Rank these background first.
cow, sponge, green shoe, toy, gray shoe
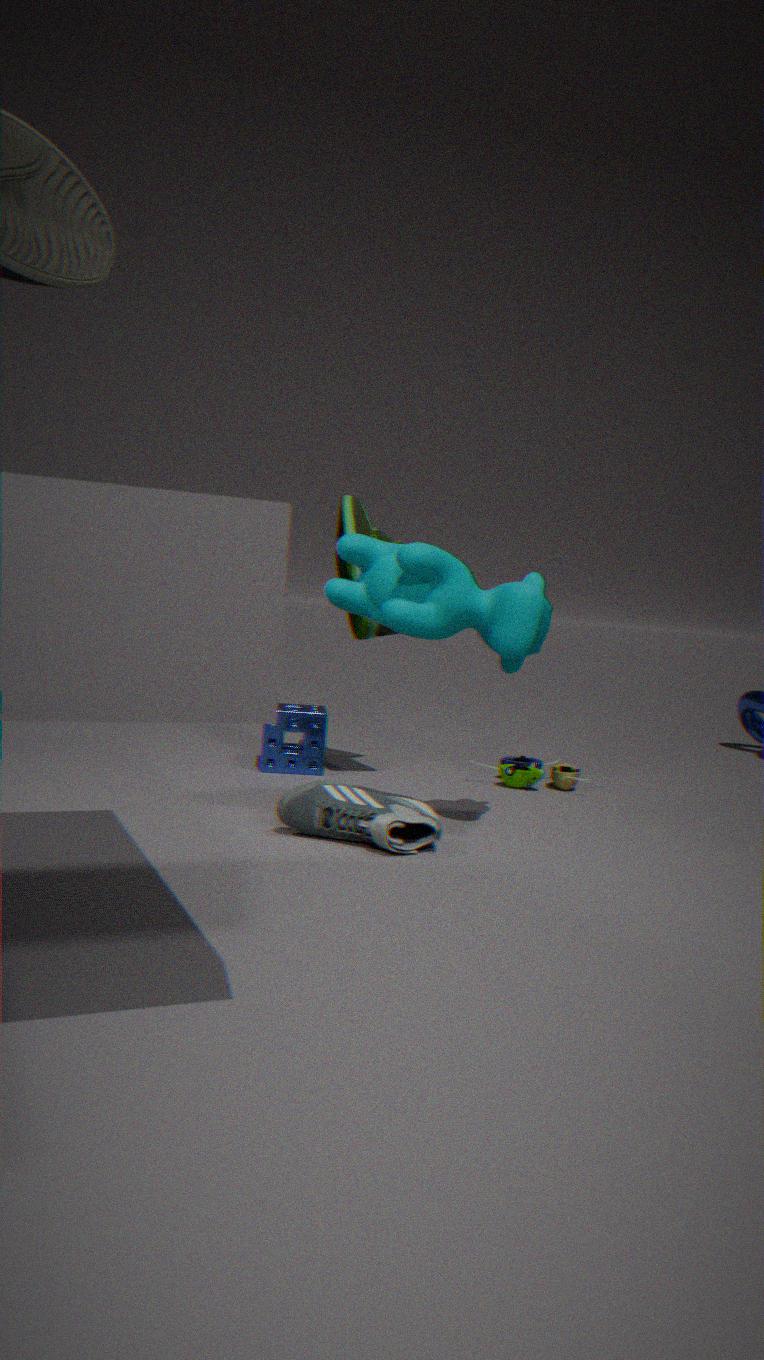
toy, sponge, green shoe, cow, gray shoe
